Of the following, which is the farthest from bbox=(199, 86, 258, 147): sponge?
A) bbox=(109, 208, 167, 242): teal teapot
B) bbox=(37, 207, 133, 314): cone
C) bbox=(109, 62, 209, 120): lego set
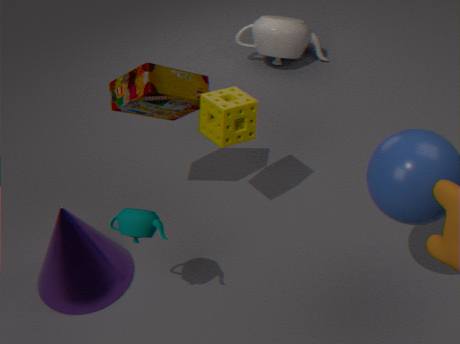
bbox=(37, 207, 133, 314): cone
